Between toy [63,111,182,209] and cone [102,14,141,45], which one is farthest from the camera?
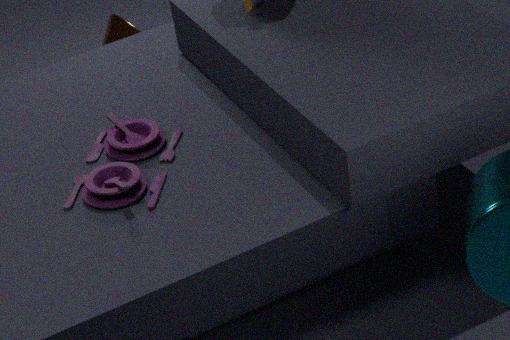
cone [102,14,141,45]
